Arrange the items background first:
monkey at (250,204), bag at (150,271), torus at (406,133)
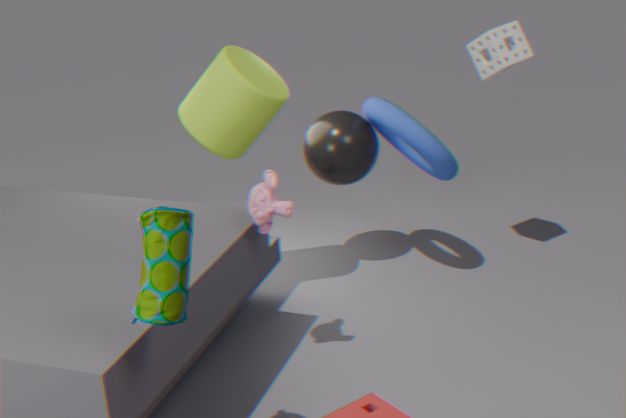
torus at (406,133) → monkey at (250,204) → bag at (150,271)
